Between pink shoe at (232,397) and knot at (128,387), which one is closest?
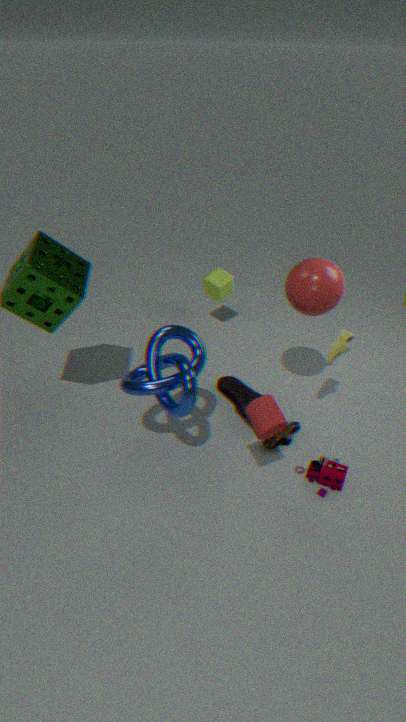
knot at (128,387)
